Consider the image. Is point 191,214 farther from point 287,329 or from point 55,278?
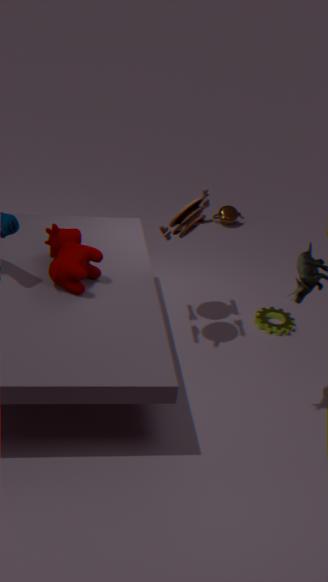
point 287,329
